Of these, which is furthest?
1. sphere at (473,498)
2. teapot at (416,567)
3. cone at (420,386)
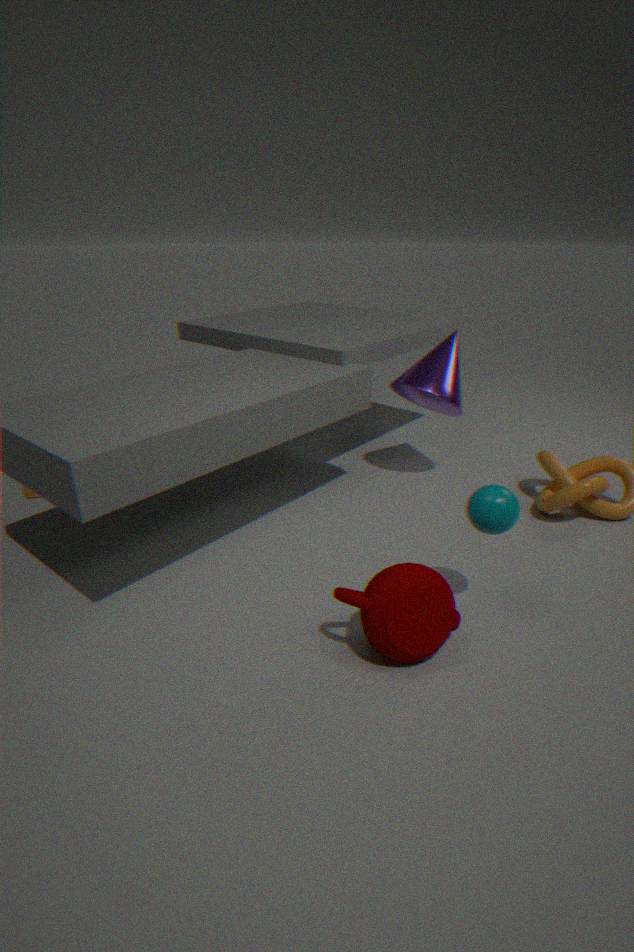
cone at (420,386)
